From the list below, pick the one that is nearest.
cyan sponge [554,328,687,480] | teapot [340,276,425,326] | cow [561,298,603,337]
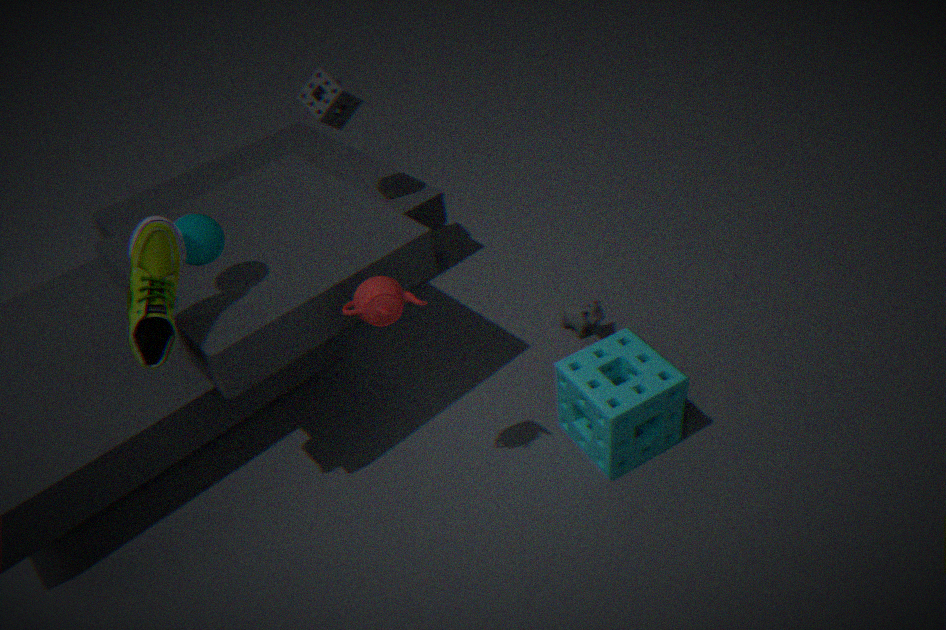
teapot [340,276,425,326]
